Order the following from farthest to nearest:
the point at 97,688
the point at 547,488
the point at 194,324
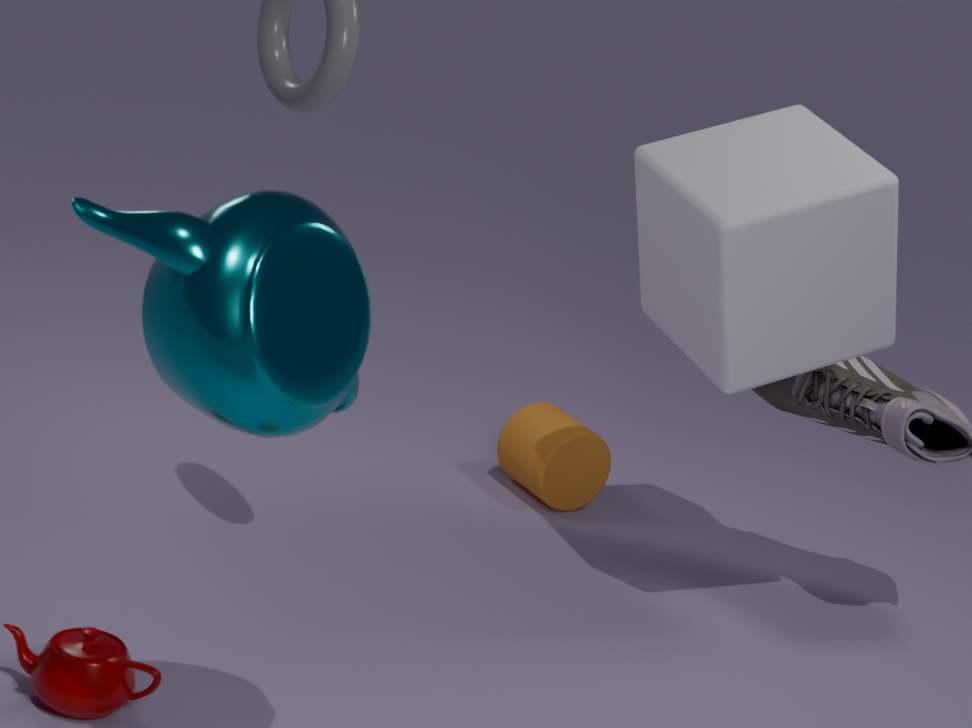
1. the point at 547,488
2. the point at 97,688
3. the point at 194,324
